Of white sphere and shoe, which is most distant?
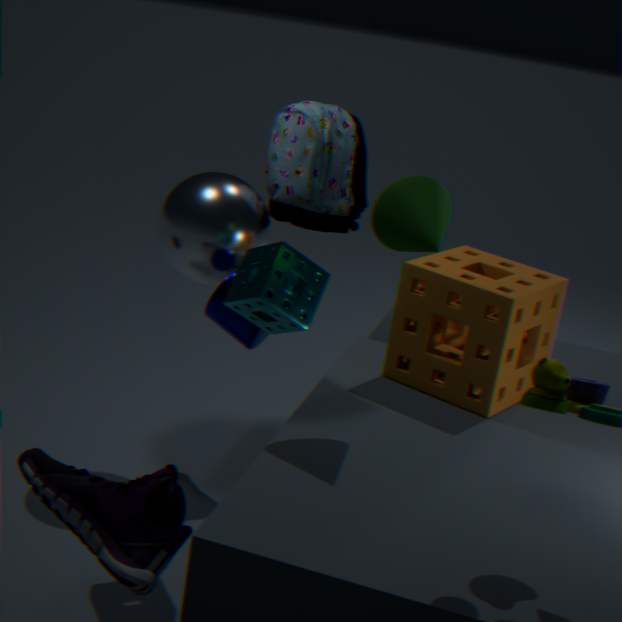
white sphere
